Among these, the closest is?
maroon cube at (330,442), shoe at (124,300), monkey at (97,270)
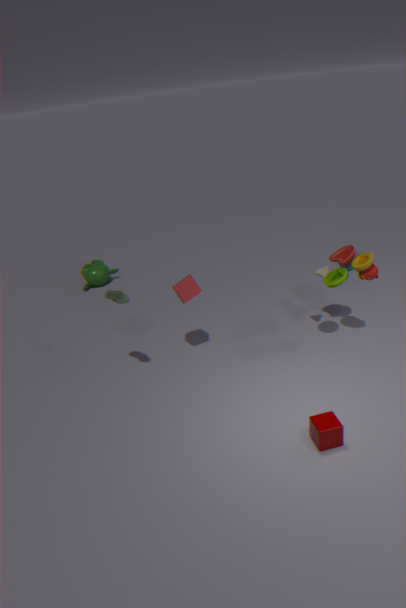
maroon cube at (330,442)
